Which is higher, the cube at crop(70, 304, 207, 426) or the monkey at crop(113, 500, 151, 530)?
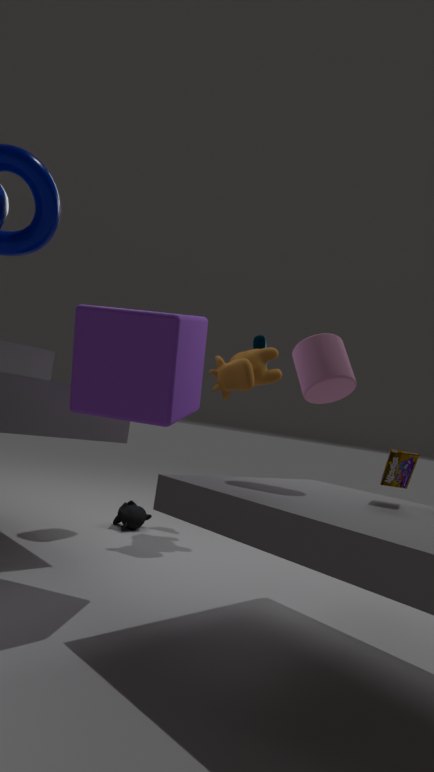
the cube at crop(70, 304, 207, 426)
